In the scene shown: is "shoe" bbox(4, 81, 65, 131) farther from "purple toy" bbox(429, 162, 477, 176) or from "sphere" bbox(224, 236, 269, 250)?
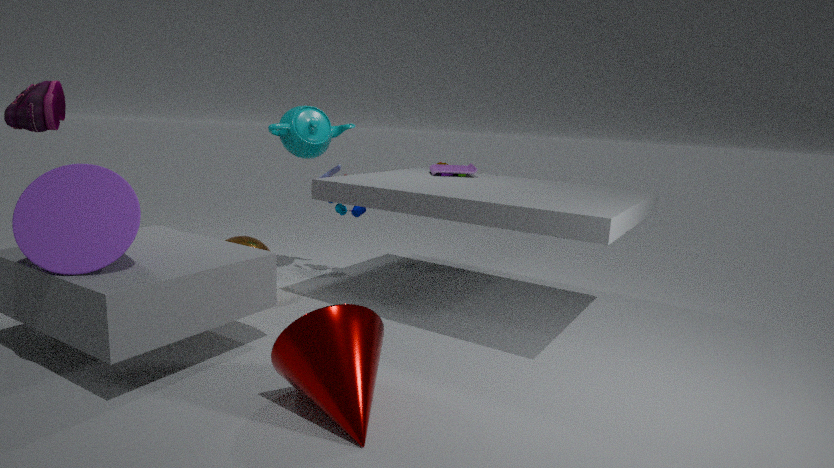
"purple toy" bbox(429, 162, 477, 176)
